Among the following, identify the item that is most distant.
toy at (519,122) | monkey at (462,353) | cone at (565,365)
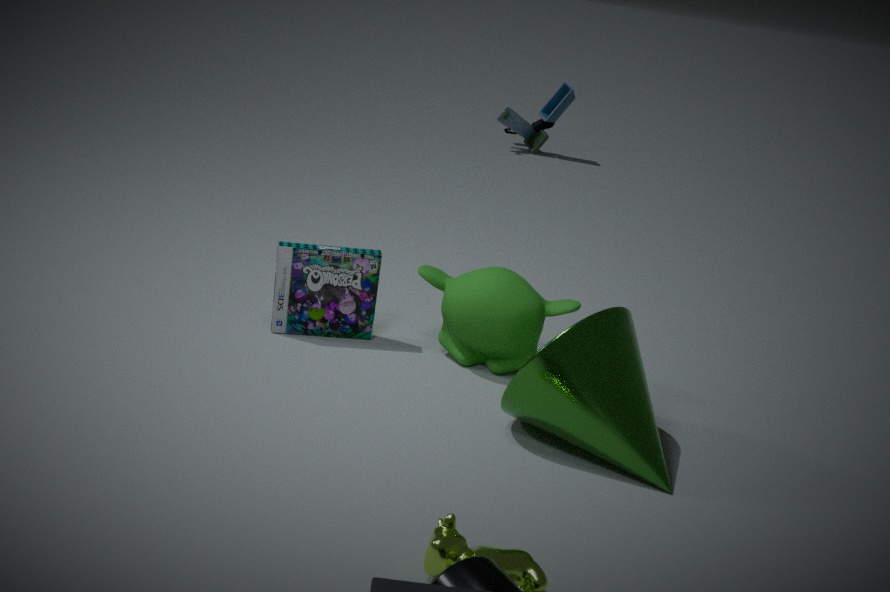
toy at (519,122)
